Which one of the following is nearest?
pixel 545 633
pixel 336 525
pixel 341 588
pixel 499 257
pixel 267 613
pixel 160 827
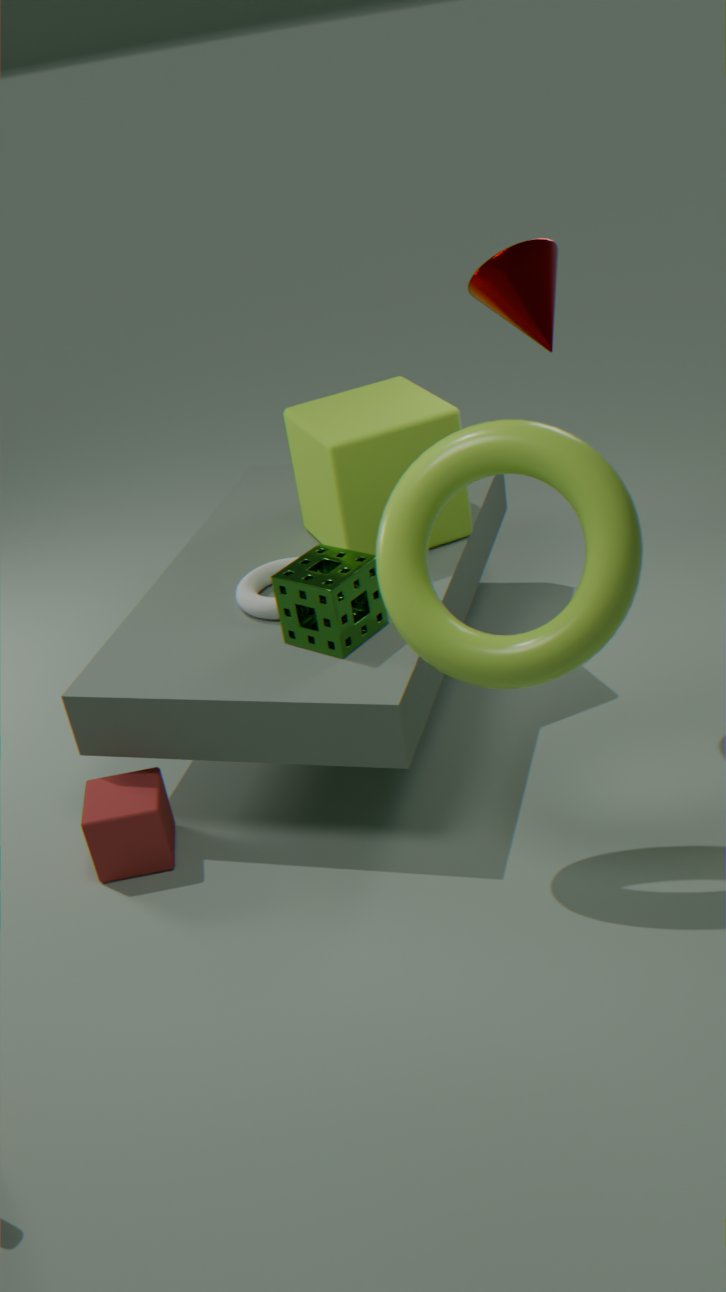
pixel 545 633
